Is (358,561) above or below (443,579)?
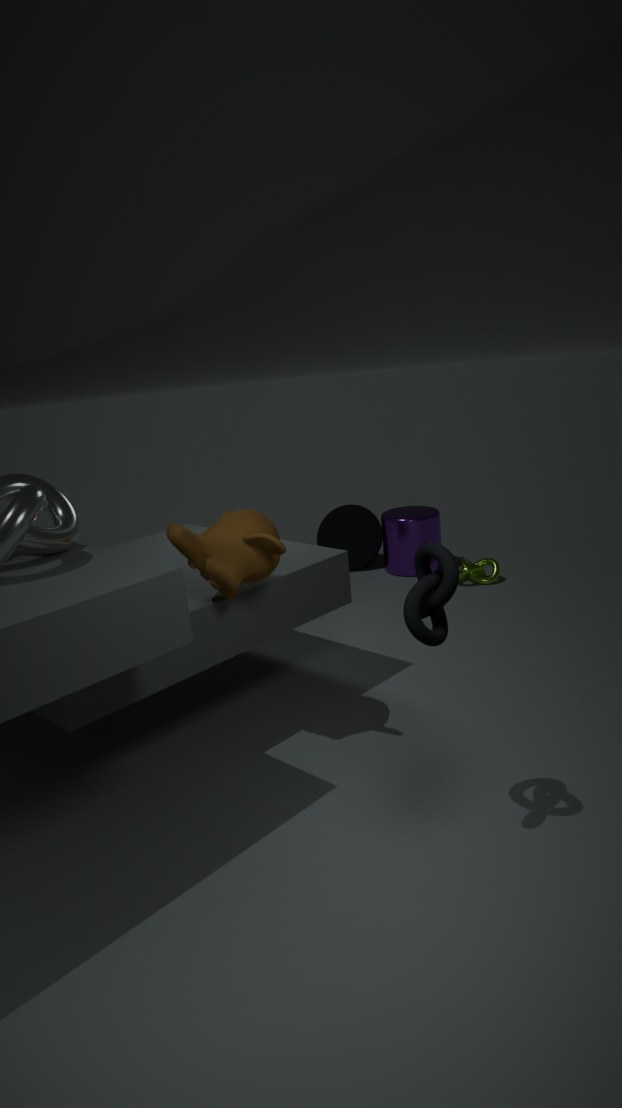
below
